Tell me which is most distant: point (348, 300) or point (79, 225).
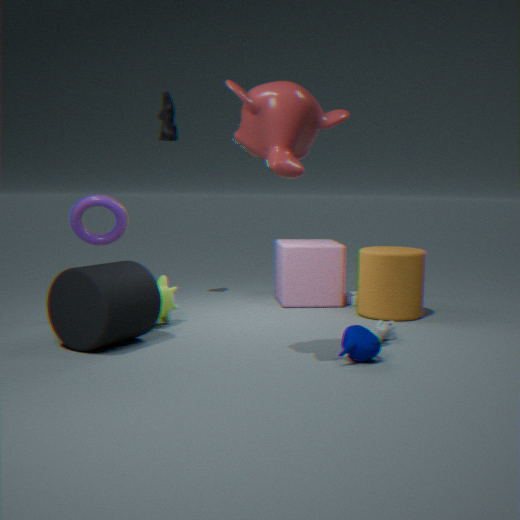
point (348, 300)
